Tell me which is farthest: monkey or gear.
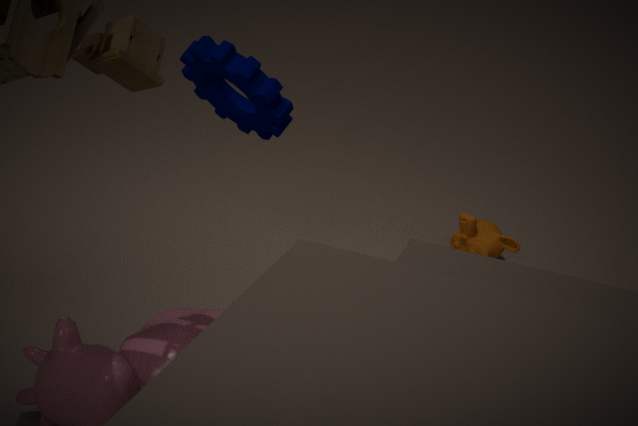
monkey
